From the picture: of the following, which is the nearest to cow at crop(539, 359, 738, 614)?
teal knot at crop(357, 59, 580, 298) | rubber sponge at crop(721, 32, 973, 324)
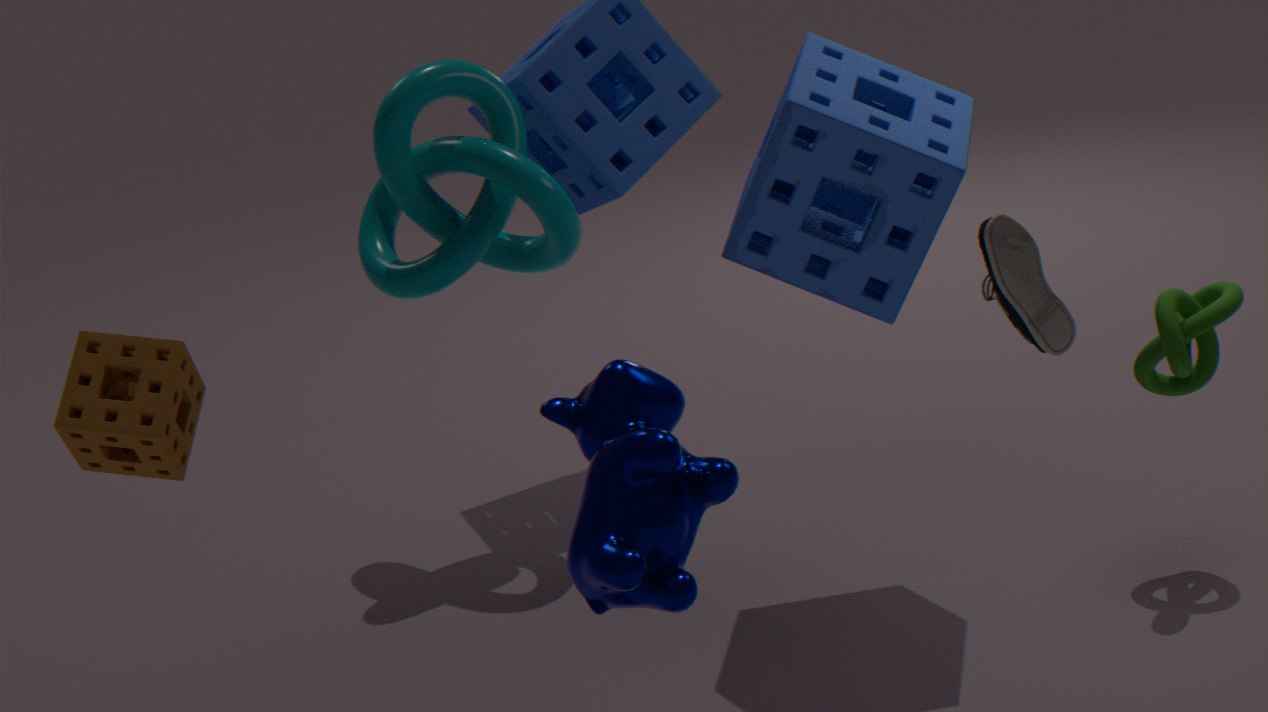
rubber sponge at crop(721, 32, 973, 324)
